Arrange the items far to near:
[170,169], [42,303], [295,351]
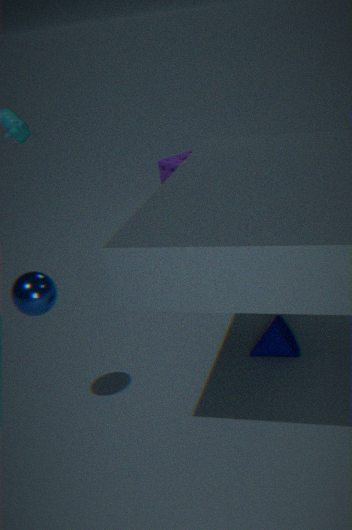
[170,169] → [295,351] → [42,303]
